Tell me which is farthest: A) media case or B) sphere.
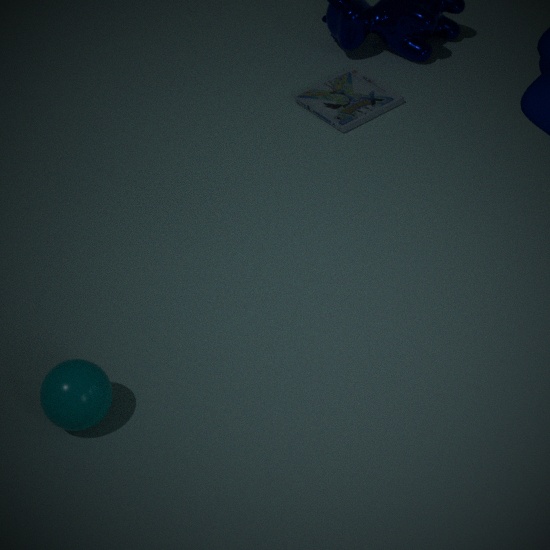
A. media case
